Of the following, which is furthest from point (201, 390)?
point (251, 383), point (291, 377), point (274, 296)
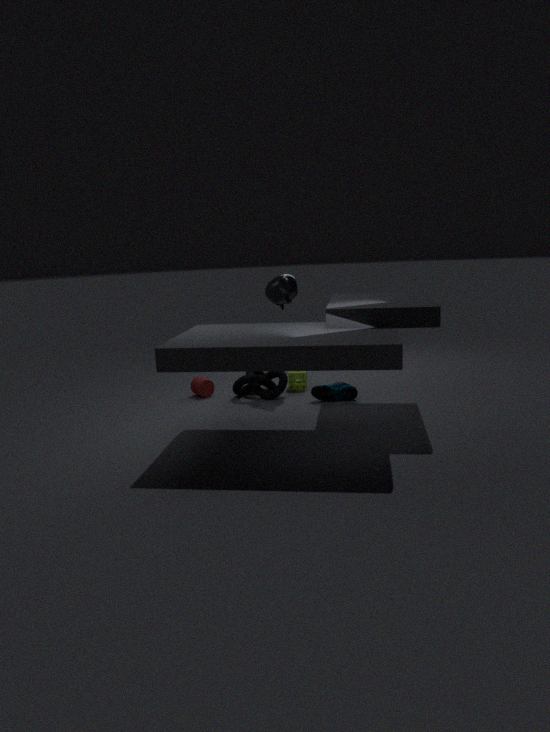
point (274, 296)
